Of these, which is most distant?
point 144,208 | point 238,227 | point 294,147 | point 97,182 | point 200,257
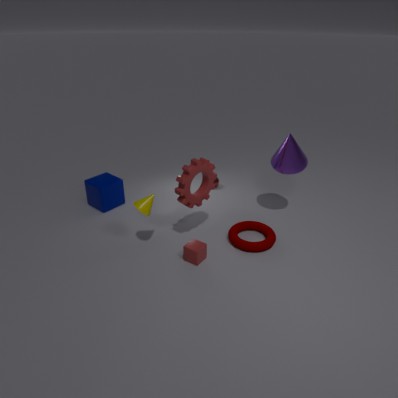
point 97,182
